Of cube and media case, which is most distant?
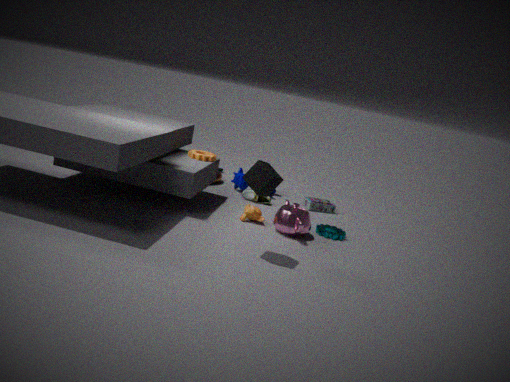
media case
